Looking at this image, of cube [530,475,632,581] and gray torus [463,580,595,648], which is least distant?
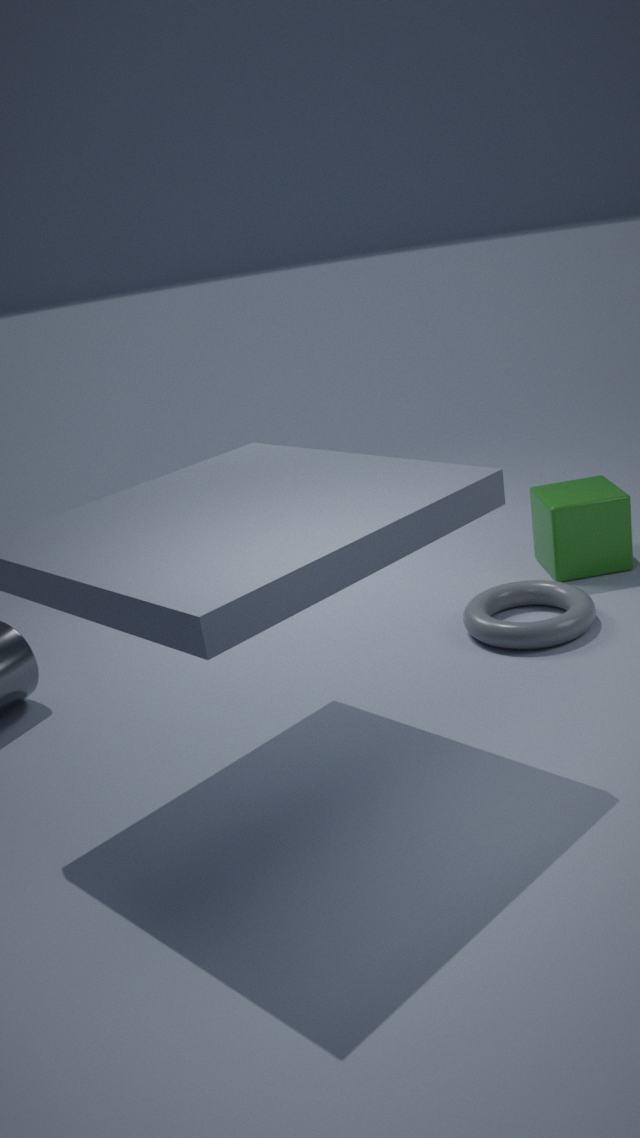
gray torus [463,580,595,648]
